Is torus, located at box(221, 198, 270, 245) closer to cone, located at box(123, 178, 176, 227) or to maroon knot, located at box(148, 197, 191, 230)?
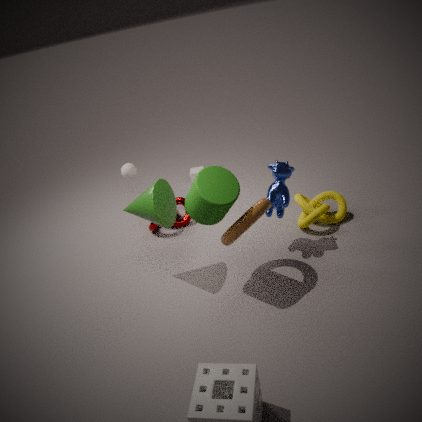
cone, located at box(123, 178, 176, 227)
